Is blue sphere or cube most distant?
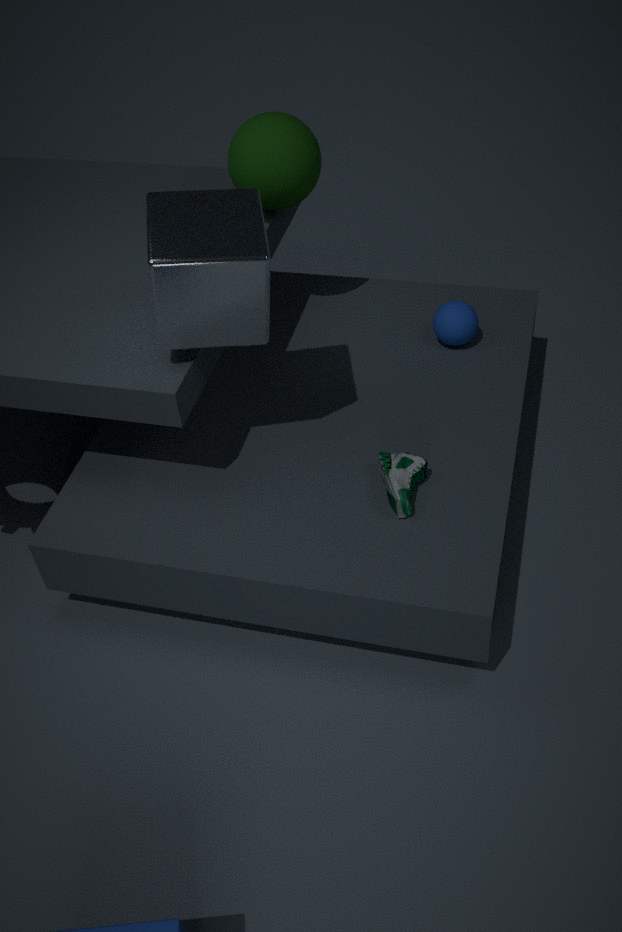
blue sphere
